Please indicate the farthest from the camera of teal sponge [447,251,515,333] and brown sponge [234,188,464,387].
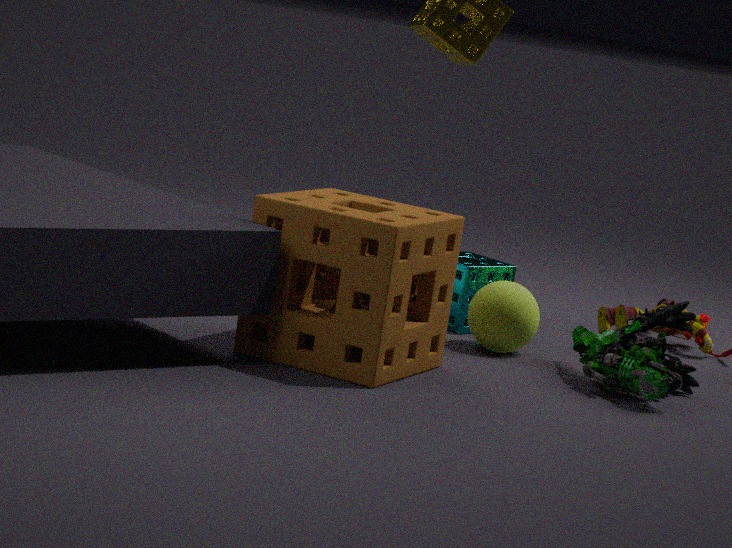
teal sponge [447,251,515,333]
